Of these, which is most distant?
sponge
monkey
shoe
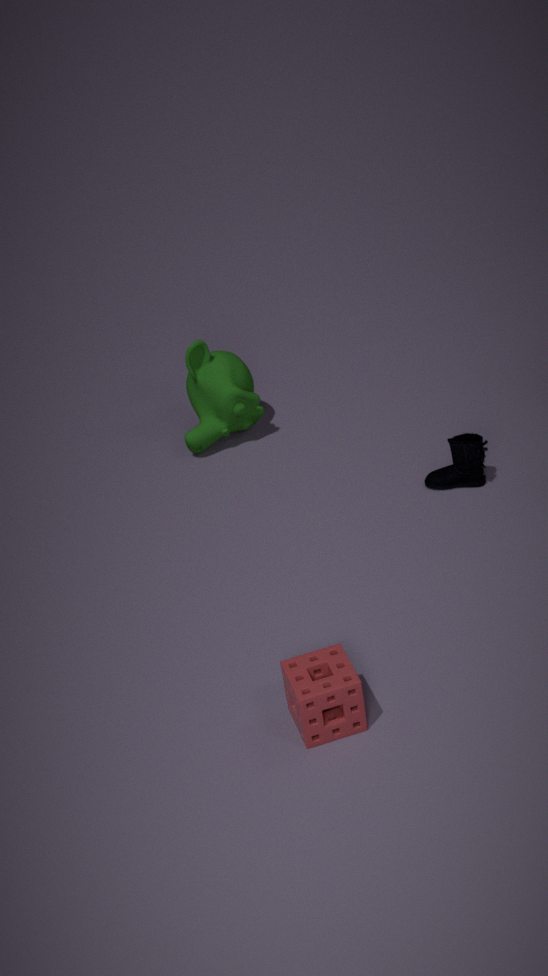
monkey
